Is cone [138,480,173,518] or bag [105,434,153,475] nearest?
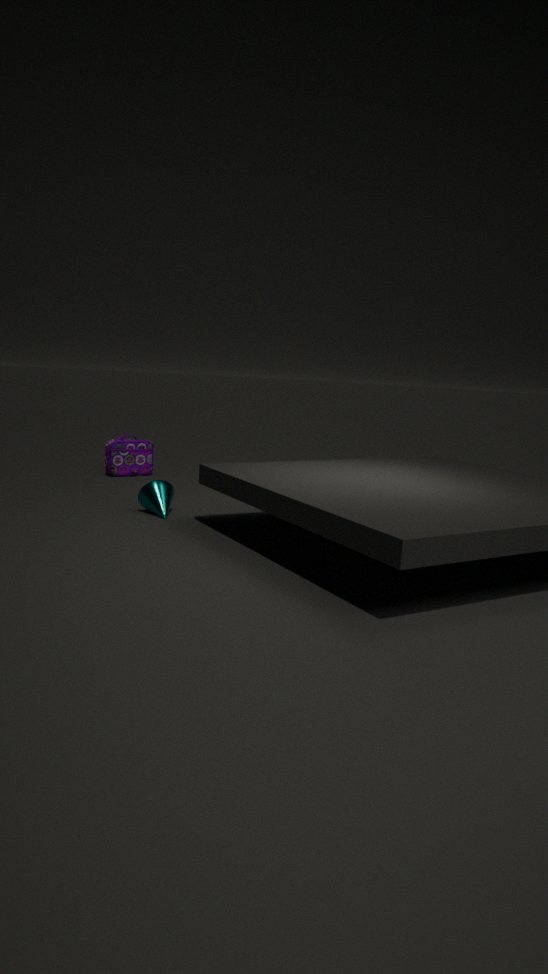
cone [138,480,173,518]
